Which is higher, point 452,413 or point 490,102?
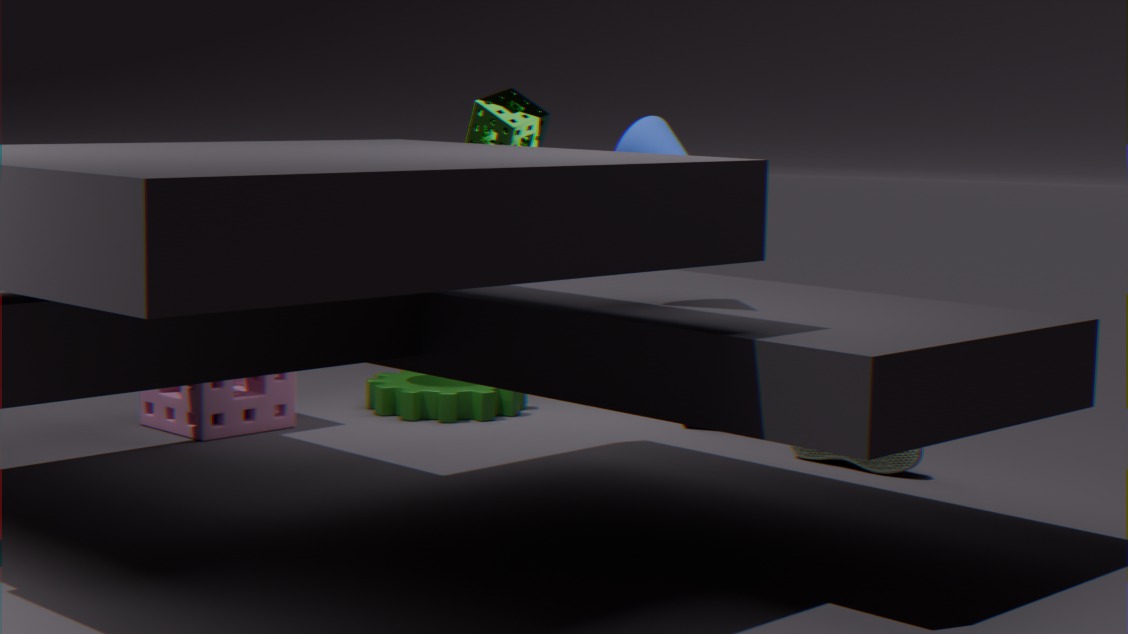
point 490,102
